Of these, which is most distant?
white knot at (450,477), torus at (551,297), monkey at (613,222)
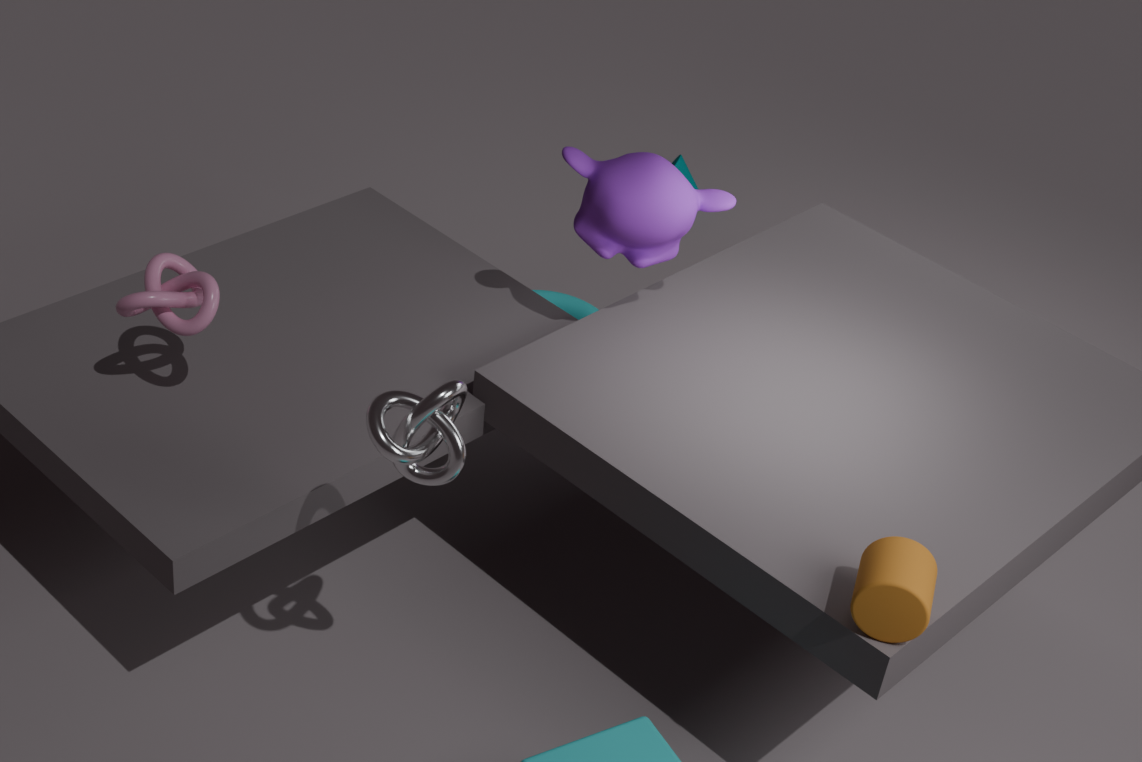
torus at (551,297)
